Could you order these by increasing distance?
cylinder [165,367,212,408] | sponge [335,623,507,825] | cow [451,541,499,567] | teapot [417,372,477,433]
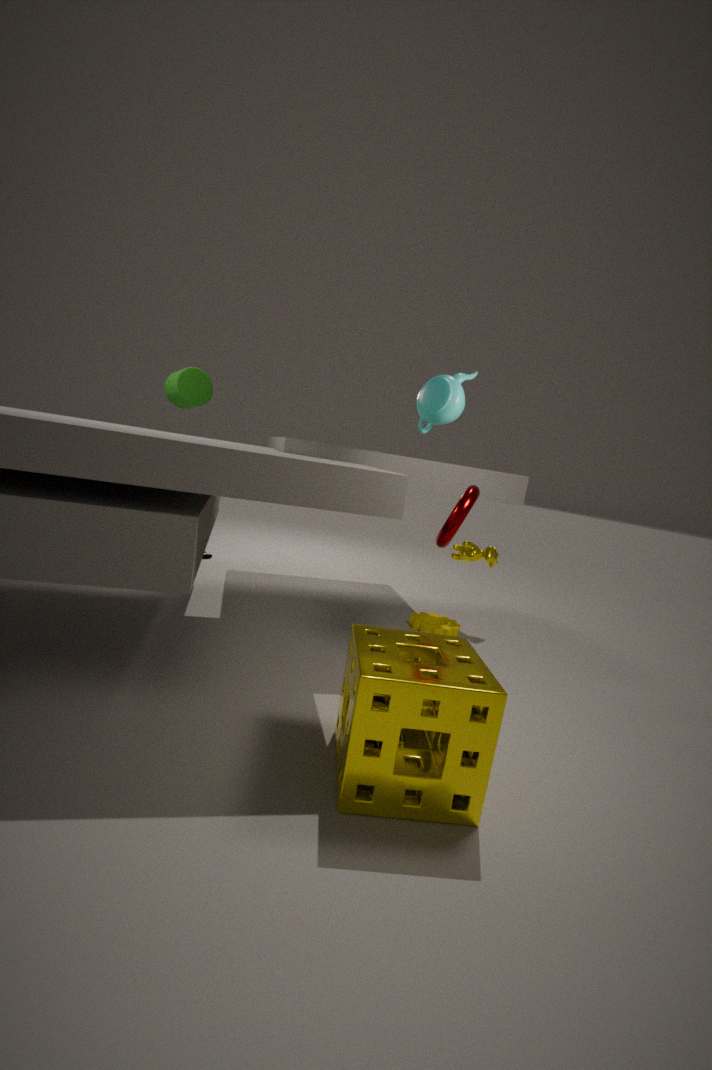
sponge [335,623,507,825]
teapot [417,372,477,433]
cylinder [165,367,212,408]
cow [451,541,499,567]
